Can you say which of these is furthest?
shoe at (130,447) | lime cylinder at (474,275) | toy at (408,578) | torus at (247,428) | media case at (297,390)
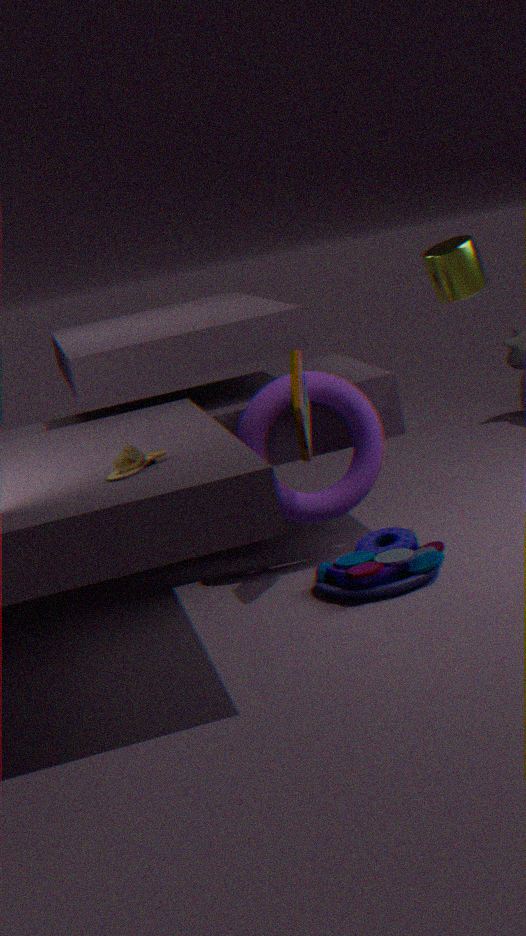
torus at (247,428)
